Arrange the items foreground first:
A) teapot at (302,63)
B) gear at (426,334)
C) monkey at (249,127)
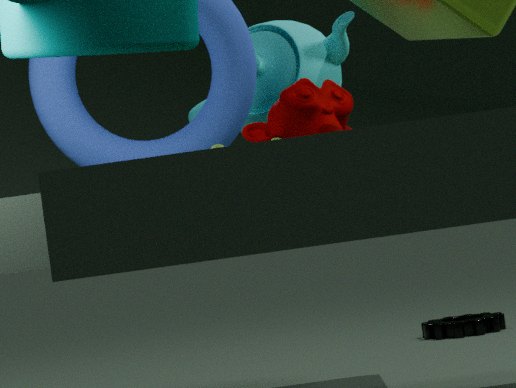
monkey at (249,127)
teapot at (302,63)
gear at (426,334)
